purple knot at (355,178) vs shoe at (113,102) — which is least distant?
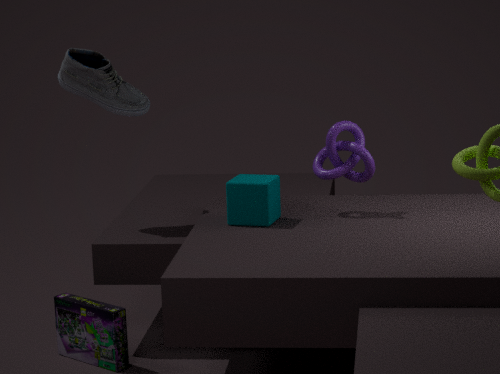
purple knot at (355,178)
